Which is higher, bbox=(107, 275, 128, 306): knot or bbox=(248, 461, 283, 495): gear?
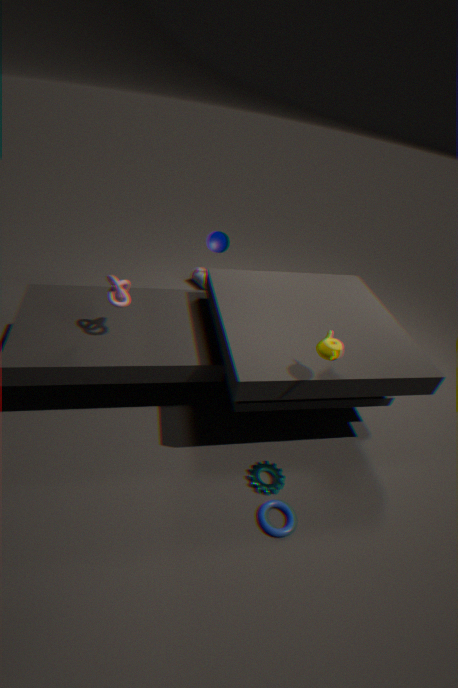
bbox=(107, 275, 128, 306): knot
